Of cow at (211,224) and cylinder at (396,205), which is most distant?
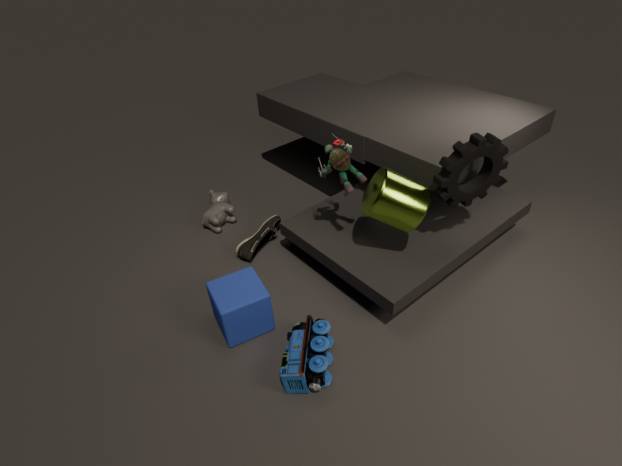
cow at (211,224)
